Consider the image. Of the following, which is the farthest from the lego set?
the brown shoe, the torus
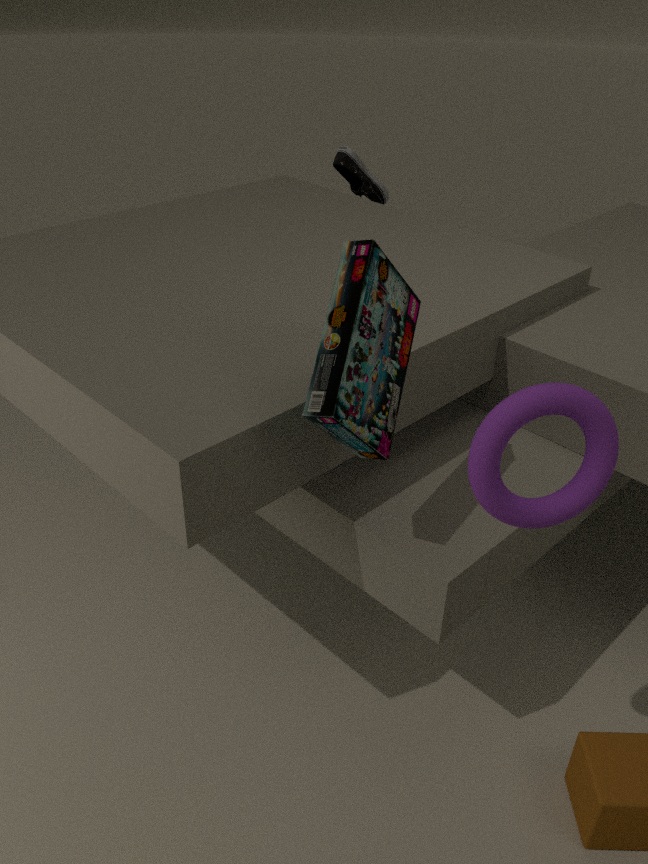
the brown shoe
